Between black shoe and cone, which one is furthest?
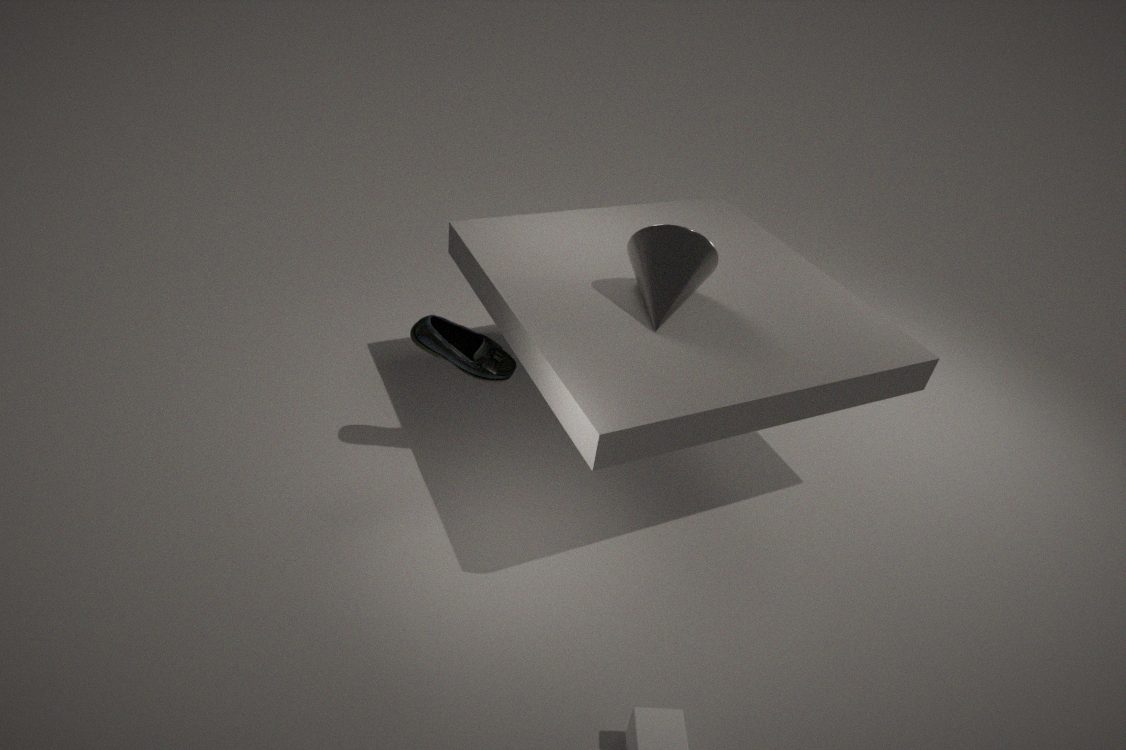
black shoe
